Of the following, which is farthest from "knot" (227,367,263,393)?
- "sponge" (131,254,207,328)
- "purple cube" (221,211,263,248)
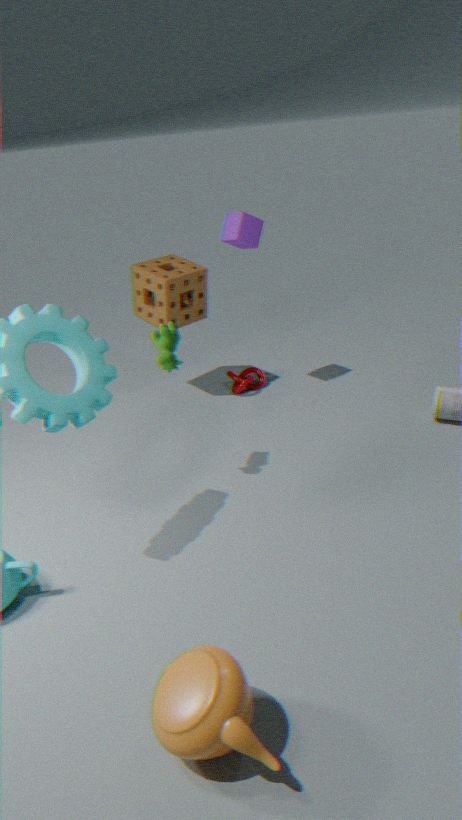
"purple cube" (221,211,263,248)
